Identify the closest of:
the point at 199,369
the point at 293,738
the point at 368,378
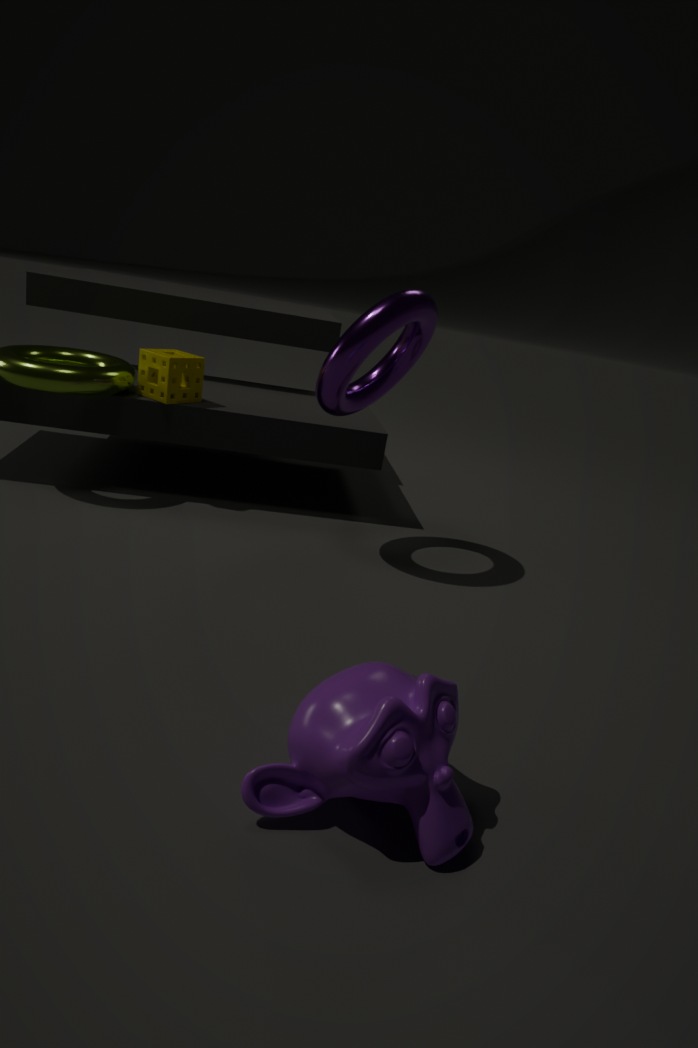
the point at 293,738
